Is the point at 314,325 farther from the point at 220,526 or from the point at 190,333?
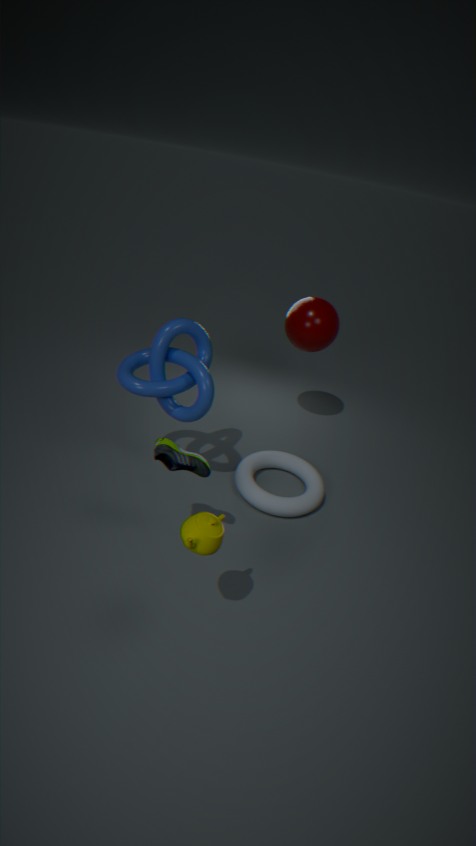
the point at 220,526
